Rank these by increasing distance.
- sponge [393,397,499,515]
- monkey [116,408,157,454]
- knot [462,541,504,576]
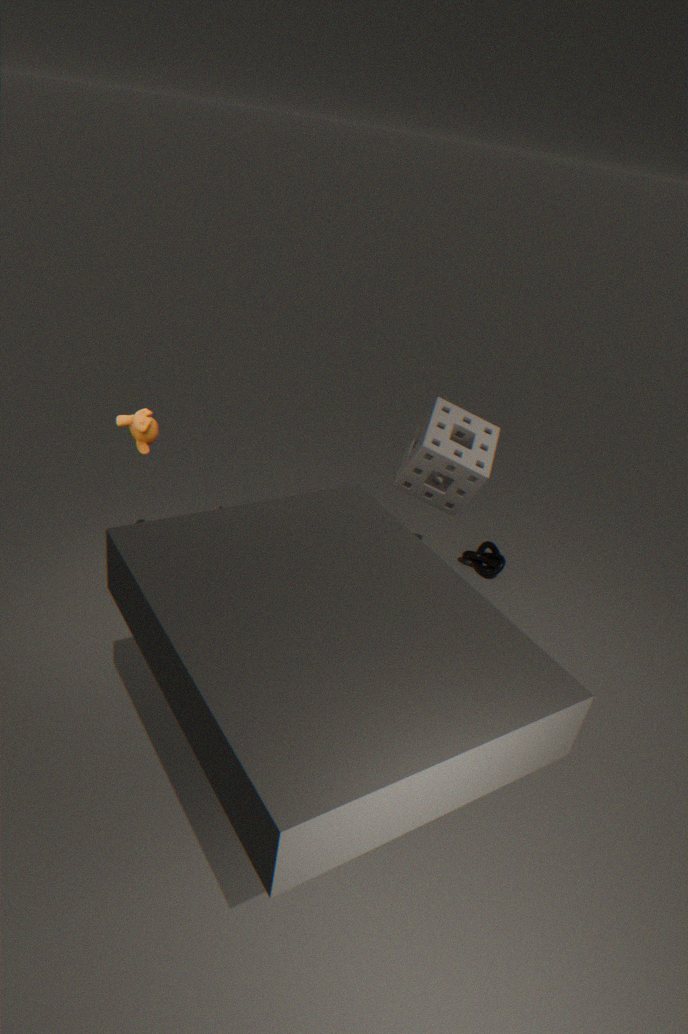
1. monkey [116,408,157,454]
2. sponge [393,397,499,515]
3. knot [462,541,504,576]
